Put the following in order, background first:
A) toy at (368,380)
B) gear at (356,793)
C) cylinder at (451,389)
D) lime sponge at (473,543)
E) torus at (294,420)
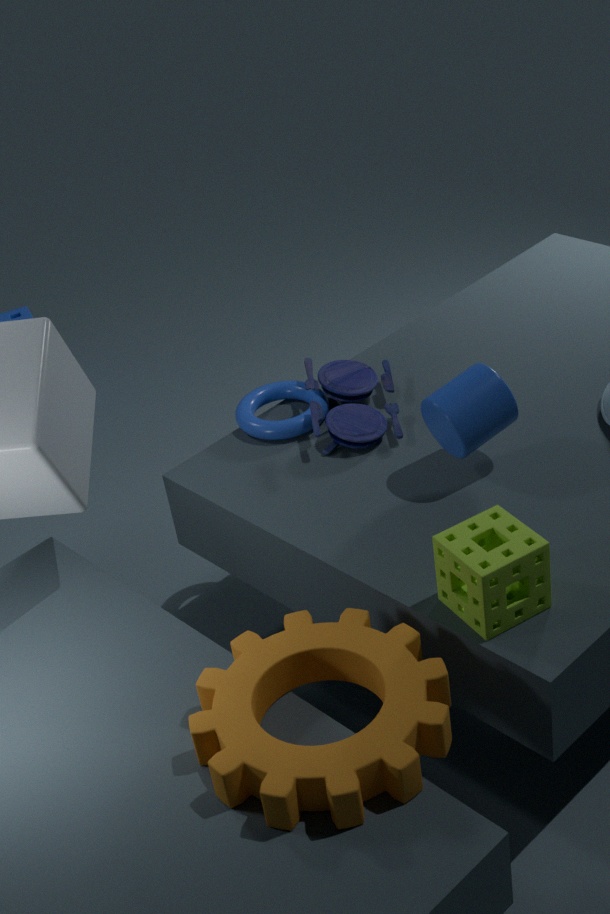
torus at (294,420), toy at (368,380), cylinder at (451,389), lime sponge at (473,543), gear at (356,793)
